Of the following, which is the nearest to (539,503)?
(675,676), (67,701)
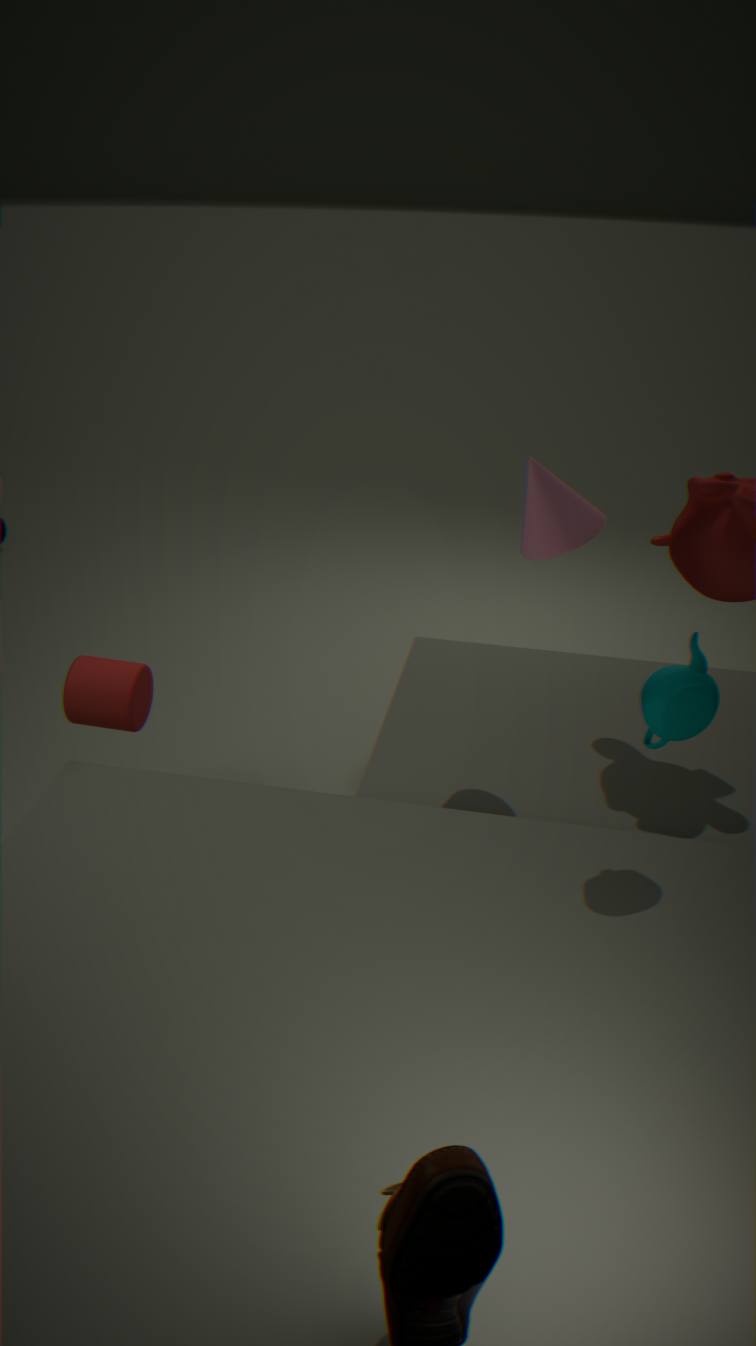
(675,676)
